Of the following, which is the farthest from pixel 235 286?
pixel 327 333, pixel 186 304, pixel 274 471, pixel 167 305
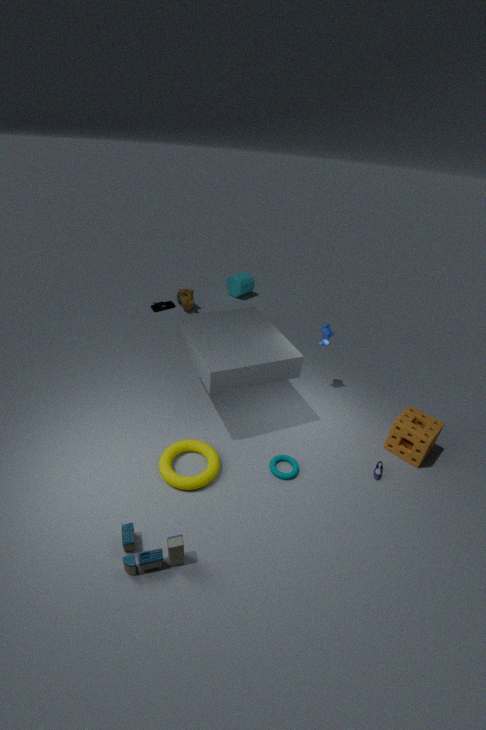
pixel 274 471
